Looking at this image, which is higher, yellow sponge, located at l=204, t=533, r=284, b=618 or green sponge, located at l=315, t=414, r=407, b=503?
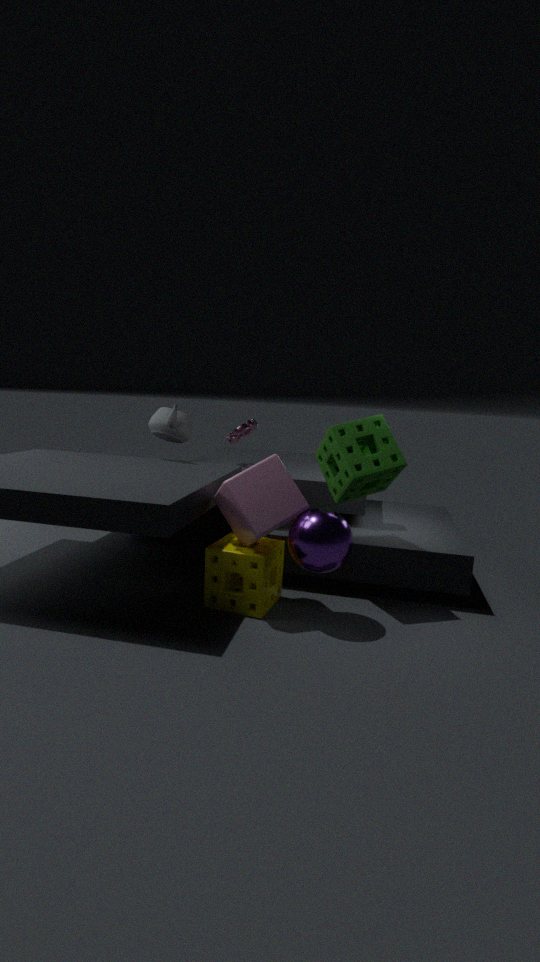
green sponge, located at l=315, t=414, r=407, b=503
